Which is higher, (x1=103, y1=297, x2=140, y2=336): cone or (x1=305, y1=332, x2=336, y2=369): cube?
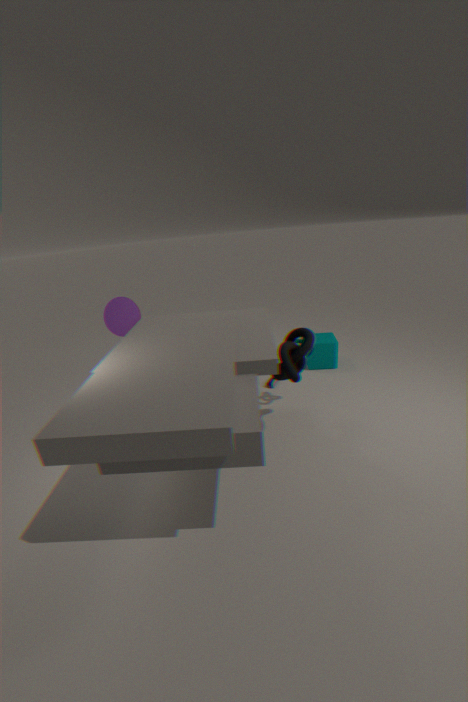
(x1=103, y1=297, x2=140, y2=336): cone
